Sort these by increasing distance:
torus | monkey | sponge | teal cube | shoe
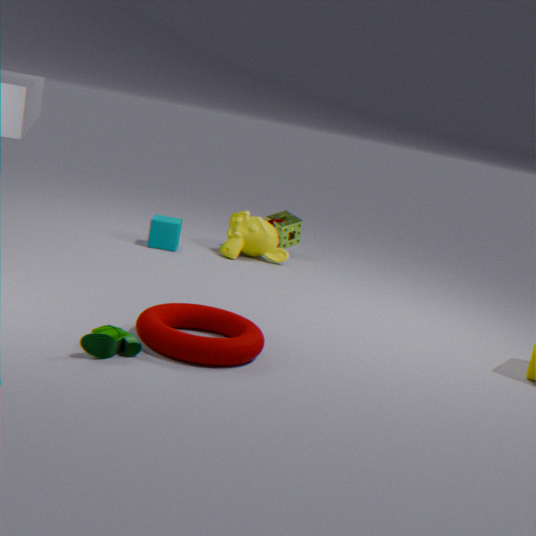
1. shoe
2. torus
3. teal cube
4. monkey
5. sponge
